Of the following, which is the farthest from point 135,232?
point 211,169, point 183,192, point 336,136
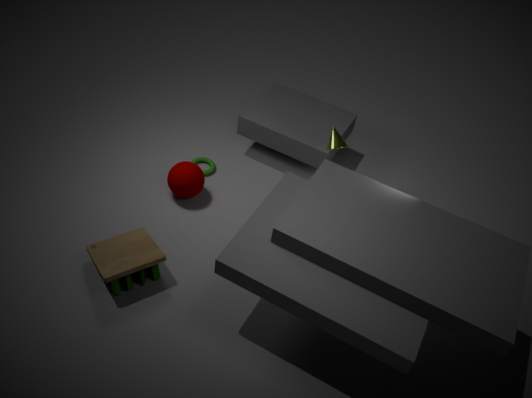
point 336,136
